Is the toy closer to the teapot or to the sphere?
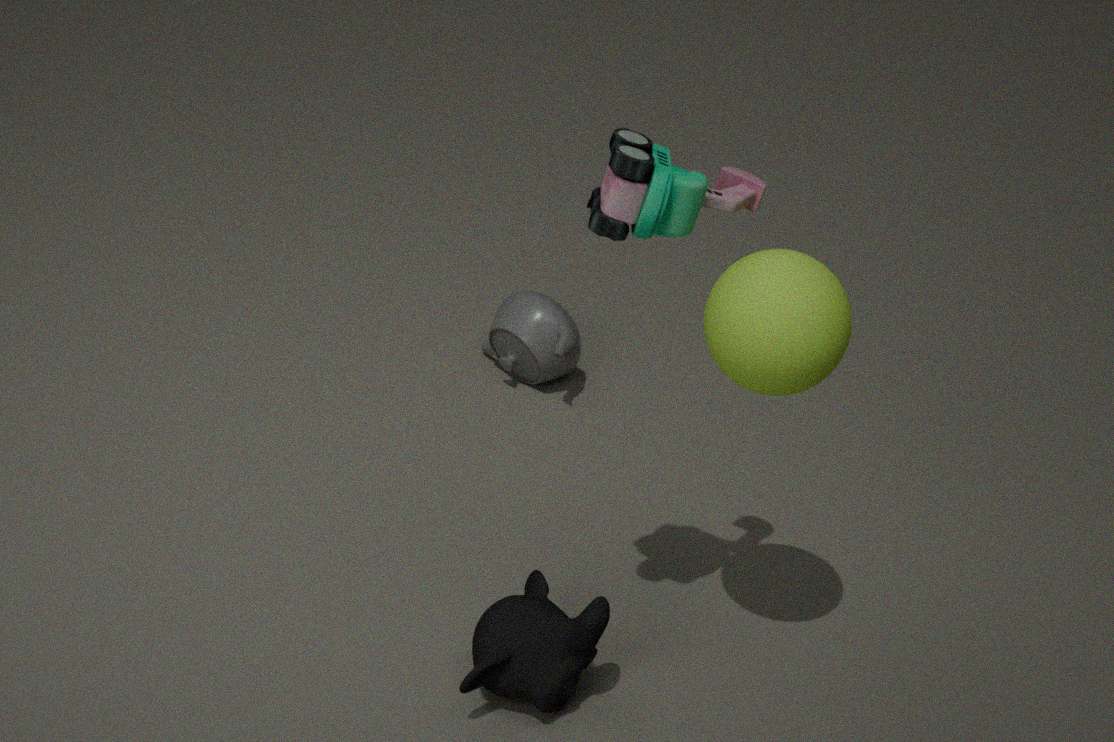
the sphere
